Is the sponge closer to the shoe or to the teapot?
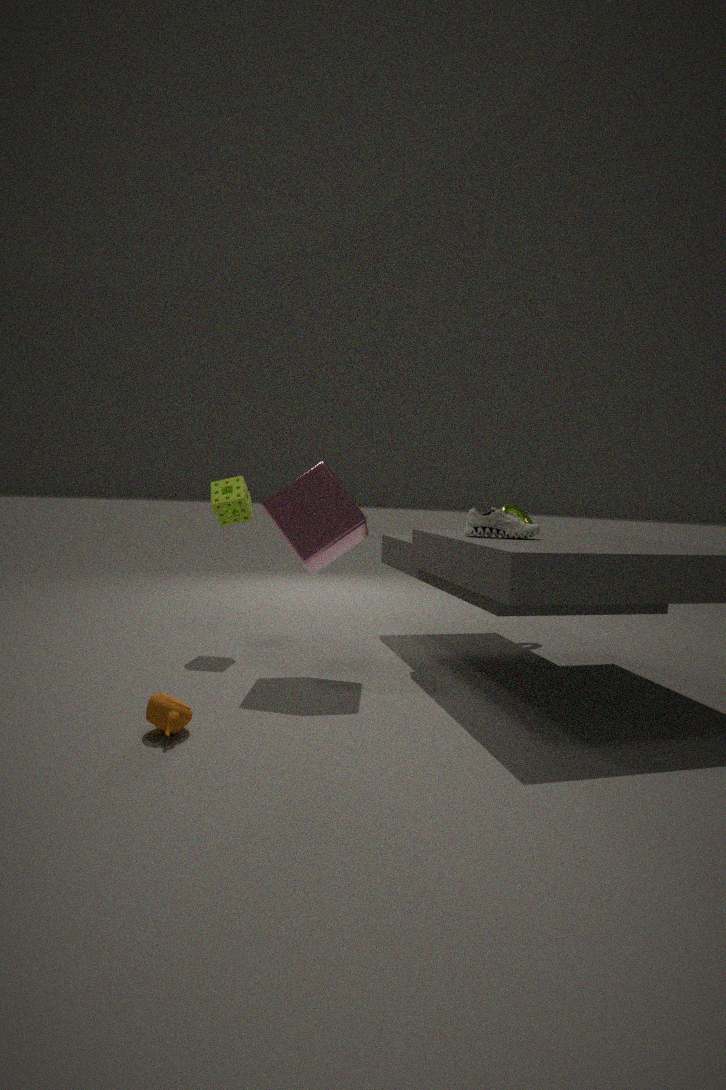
the shoe
